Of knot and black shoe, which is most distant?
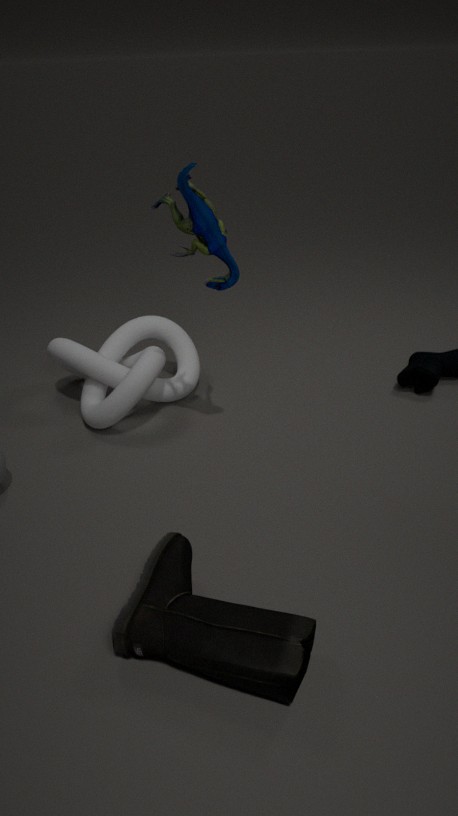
knot
